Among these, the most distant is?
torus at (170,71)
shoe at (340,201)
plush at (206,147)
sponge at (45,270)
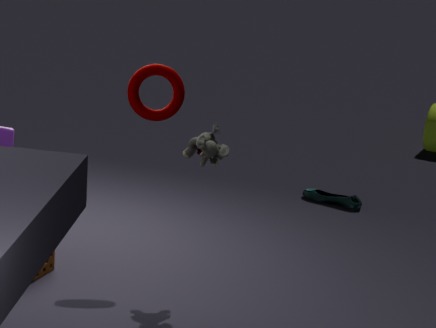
shoe at (340,201)
